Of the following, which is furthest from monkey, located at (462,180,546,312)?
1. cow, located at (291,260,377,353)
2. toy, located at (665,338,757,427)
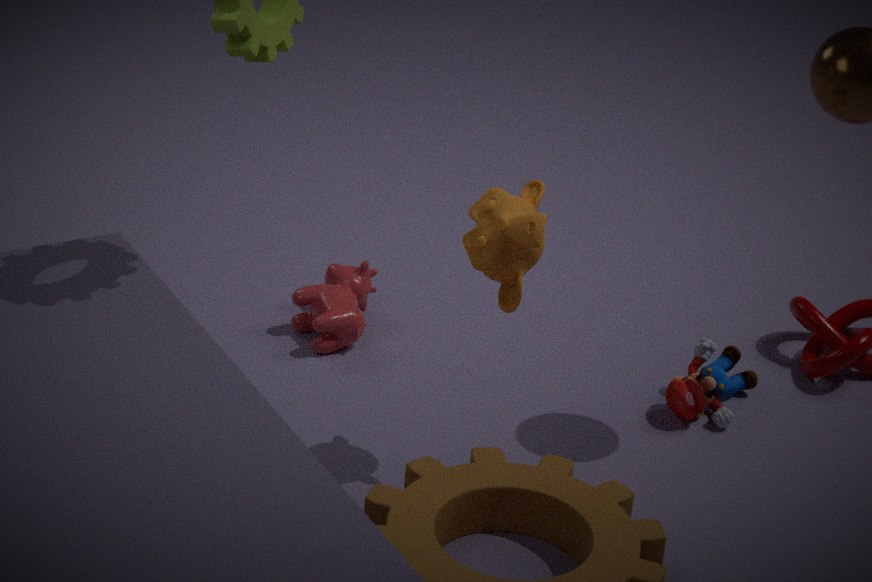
cow, located at (291,260,377,353)
